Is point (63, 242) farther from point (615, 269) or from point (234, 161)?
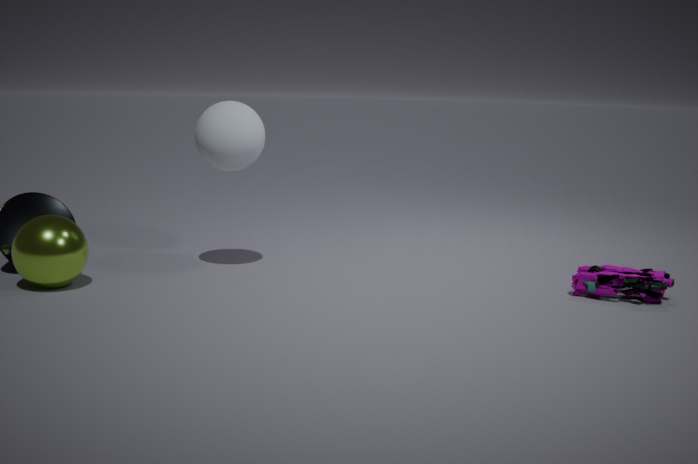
point (615, 269)
